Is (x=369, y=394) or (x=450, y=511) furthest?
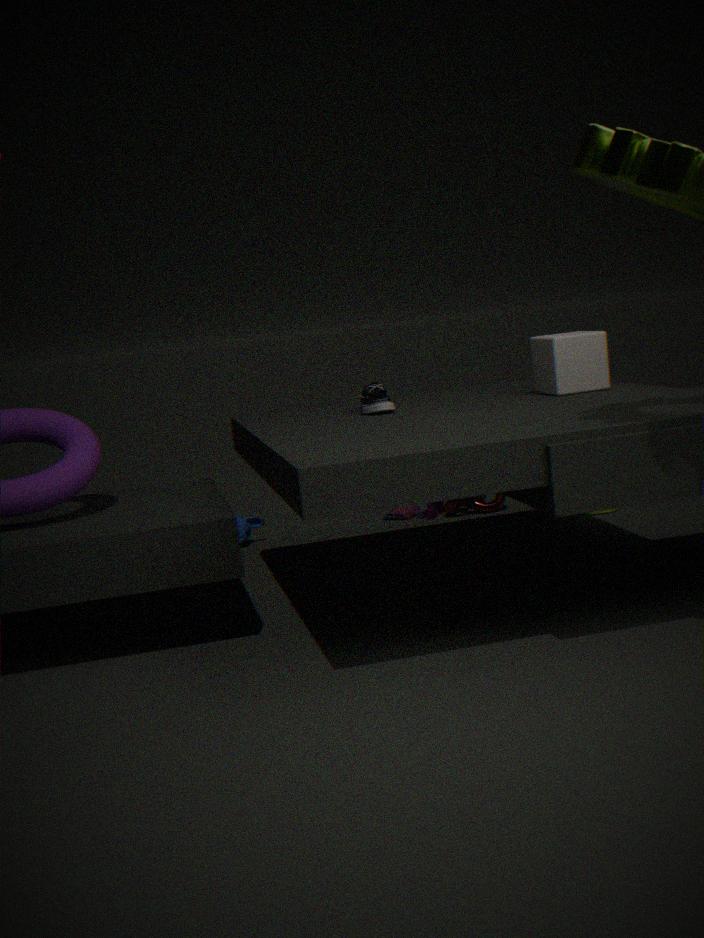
(x=450, y=511)
